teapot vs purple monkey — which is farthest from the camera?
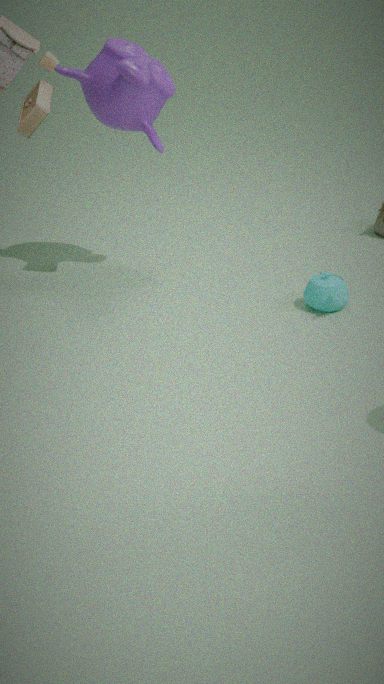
teapot
